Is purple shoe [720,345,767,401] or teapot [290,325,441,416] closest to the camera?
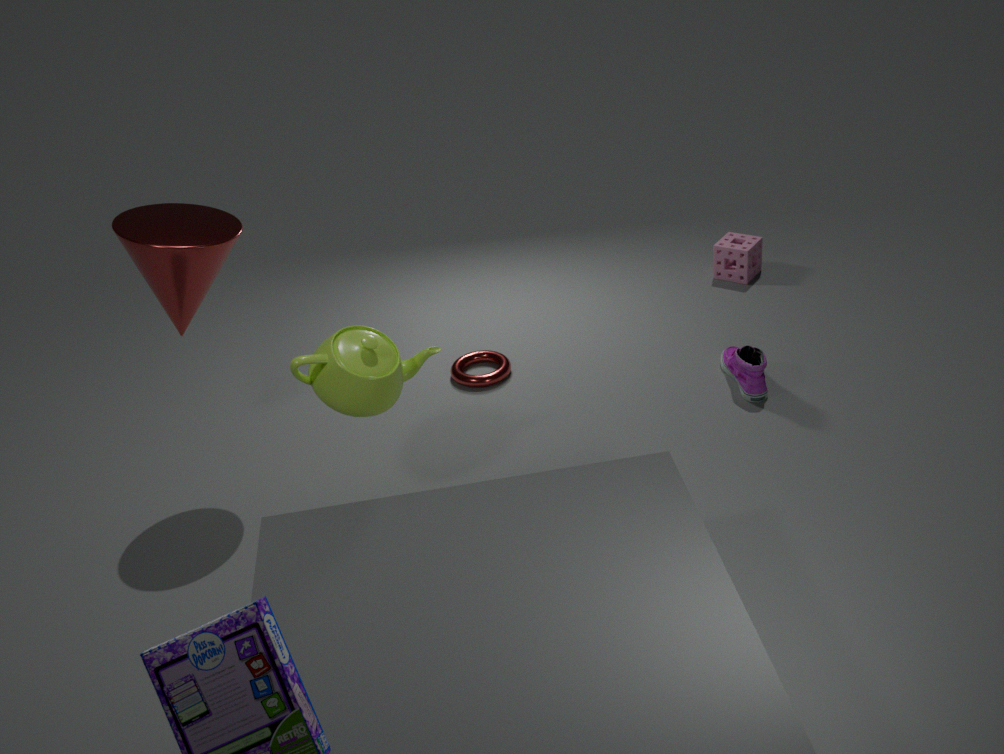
teapot [290,325,441,416]
